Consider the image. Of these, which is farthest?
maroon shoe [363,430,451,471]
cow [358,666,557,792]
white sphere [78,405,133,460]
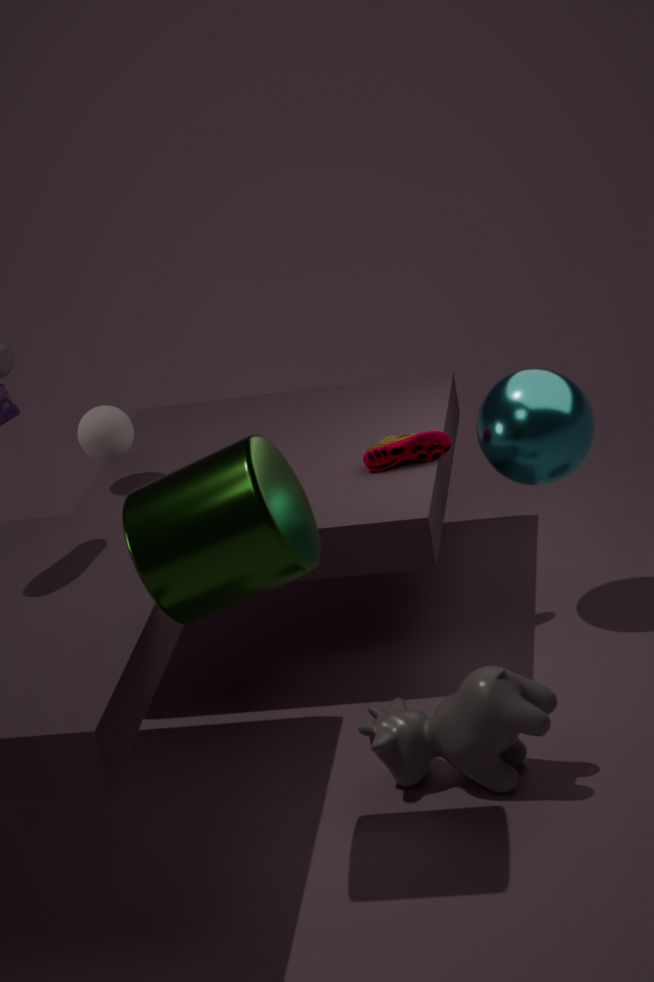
white sphere [78,405,133,460]
